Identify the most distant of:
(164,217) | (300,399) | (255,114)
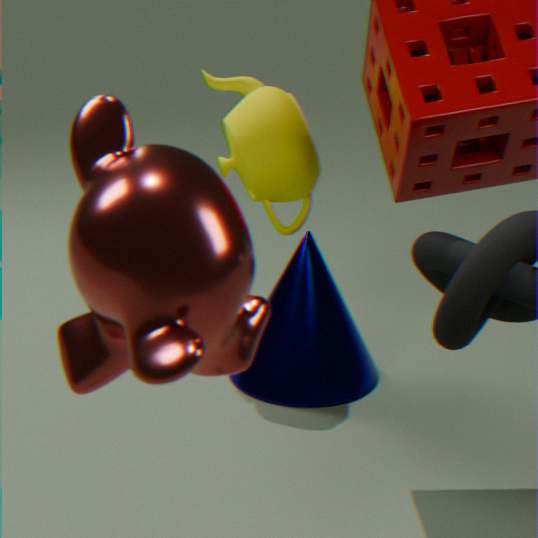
(300,399)
